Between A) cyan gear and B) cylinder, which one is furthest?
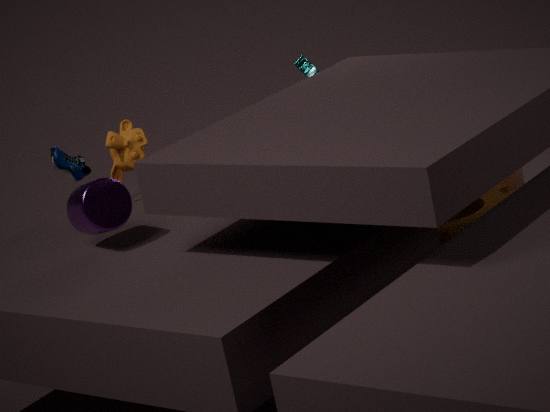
A. cyan gear
